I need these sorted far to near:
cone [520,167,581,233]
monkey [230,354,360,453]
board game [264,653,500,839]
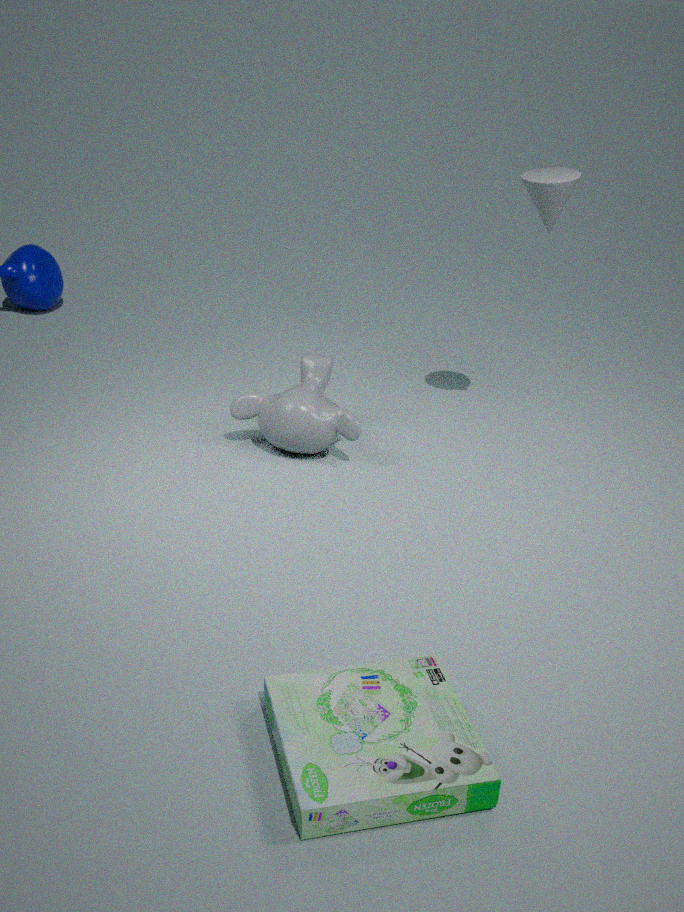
1. monkey [230,354,360,453]
2. cone [520,167,581,233]
3. board game [264,653,500,839]
